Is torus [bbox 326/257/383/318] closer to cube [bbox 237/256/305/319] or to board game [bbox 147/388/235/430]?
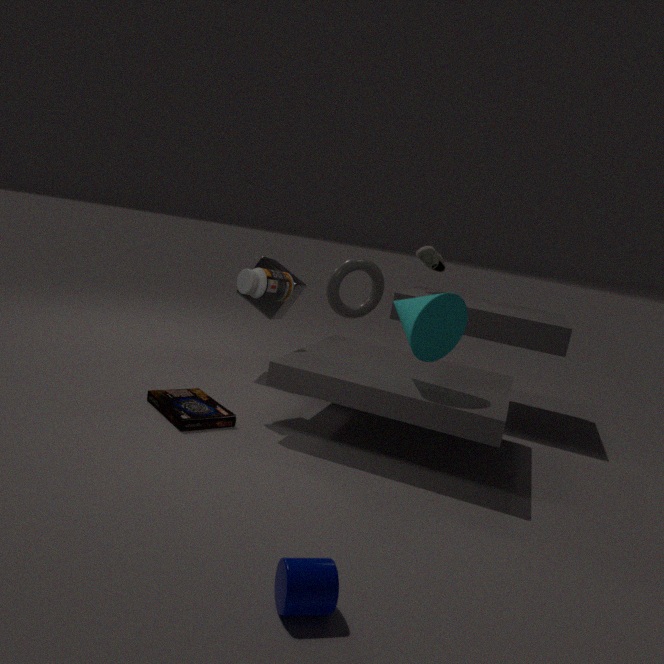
cube [bbox 237/256/305/319]
